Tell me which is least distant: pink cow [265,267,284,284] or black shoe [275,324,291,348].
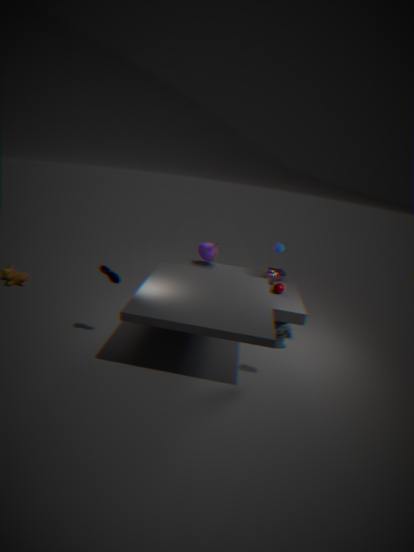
black shoe [275,324,291,348]
